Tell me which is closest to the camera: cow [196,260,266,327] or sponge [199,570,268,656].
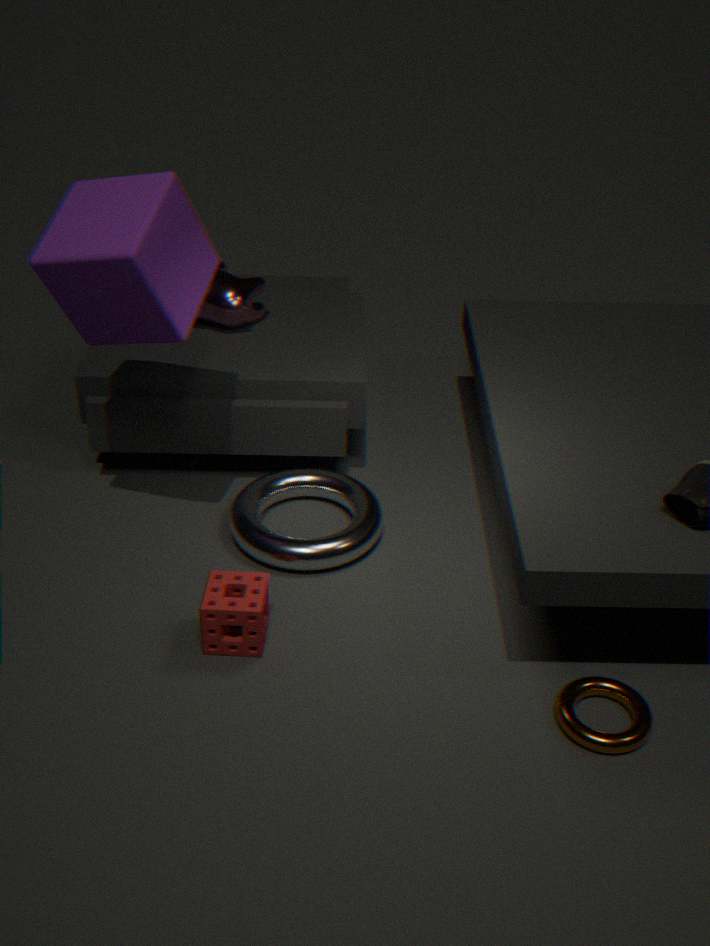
sponge [199,570,268,656]
